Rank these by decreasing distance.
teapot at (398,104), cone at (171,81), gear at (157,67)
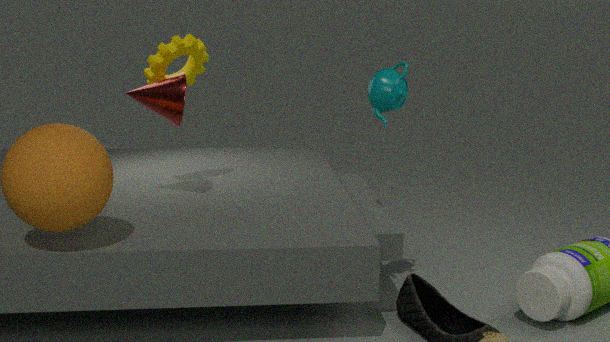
gear at (157,67) < cone at (171,81) < teapot at (398,104)
